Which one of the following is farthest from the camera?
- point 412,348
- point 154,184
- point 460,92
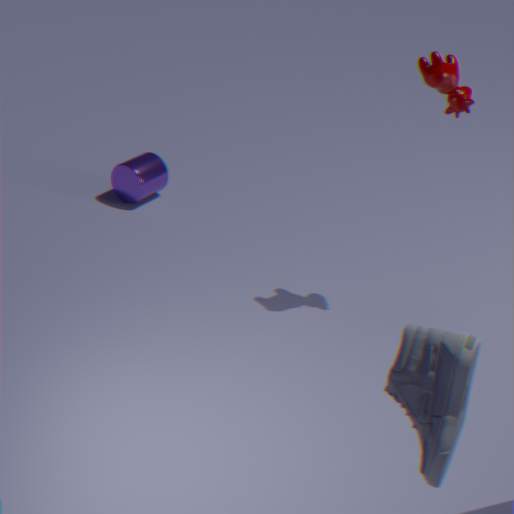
point 154,184
